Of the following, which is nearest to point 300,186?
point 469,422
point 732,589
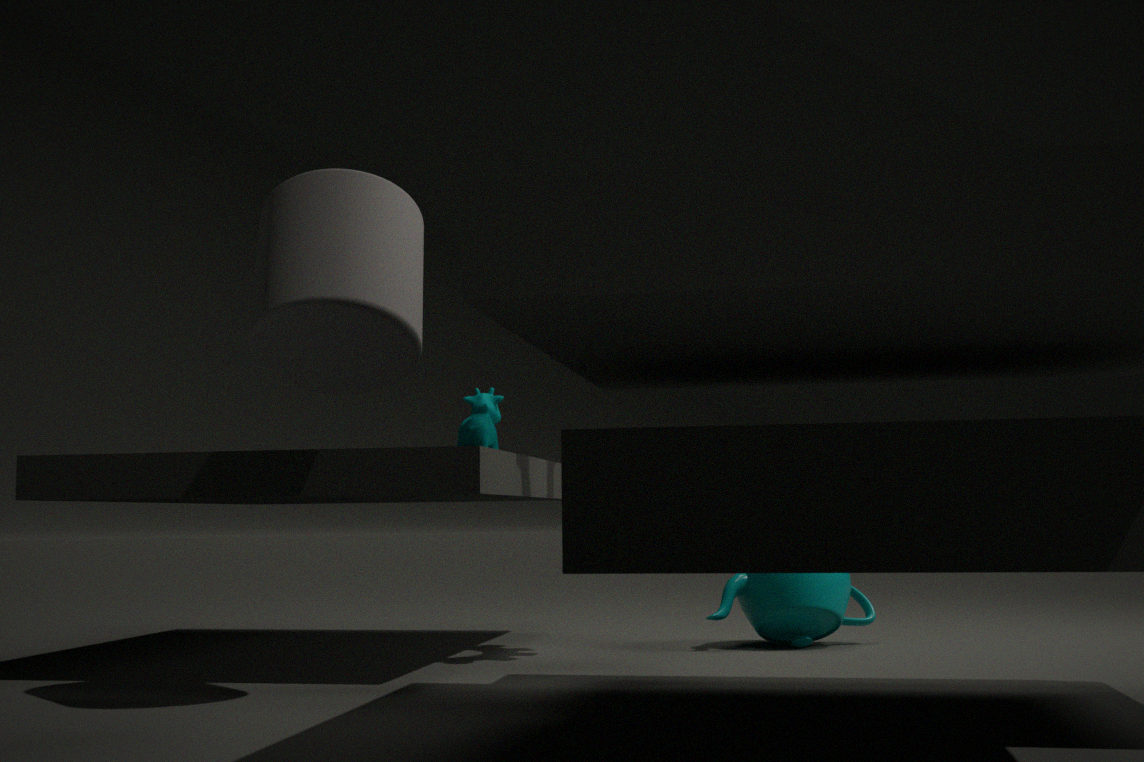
point 469,422
